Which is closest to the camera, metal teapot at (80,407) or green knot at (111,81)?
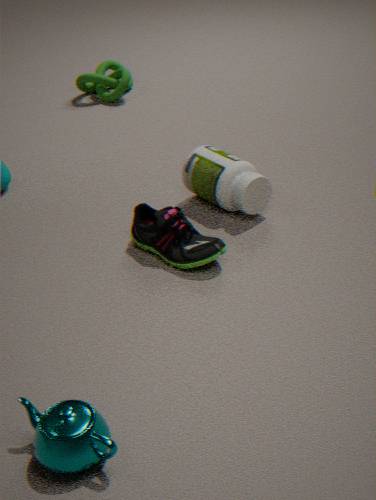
metal teapot at (80,407)
